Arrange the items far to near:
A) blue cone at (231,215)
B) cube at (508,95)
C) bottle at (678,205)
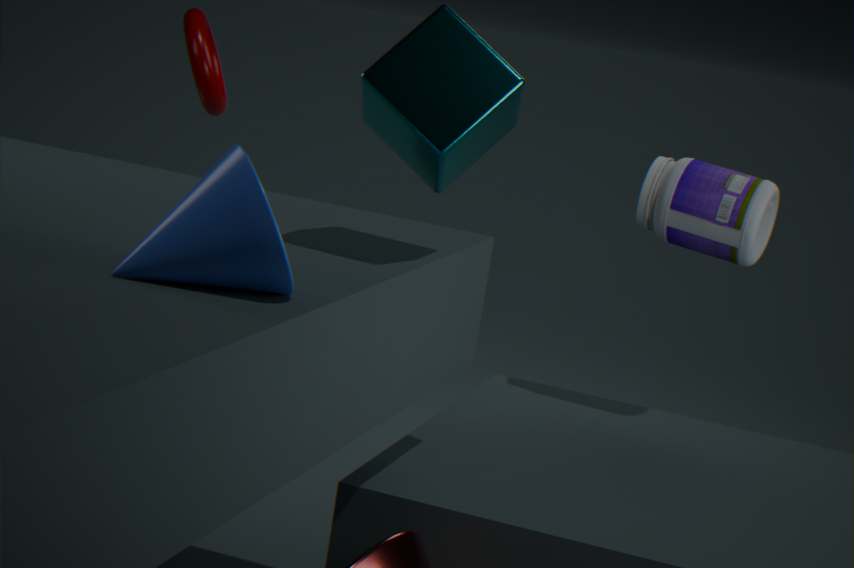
bottle at (678,205) < cube at (508,95) < blue cone at (231,215)
